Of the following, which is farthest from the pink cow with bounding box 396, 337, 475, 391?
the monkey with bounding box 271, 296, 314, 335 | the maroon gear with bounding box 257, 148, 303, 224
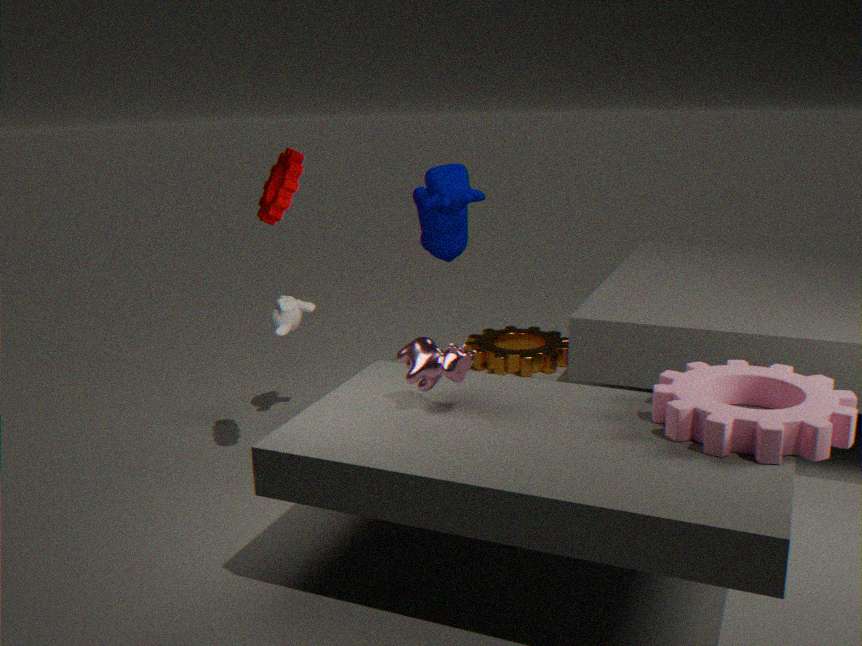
the monkey with bounding box 271, 296, 314, 335
